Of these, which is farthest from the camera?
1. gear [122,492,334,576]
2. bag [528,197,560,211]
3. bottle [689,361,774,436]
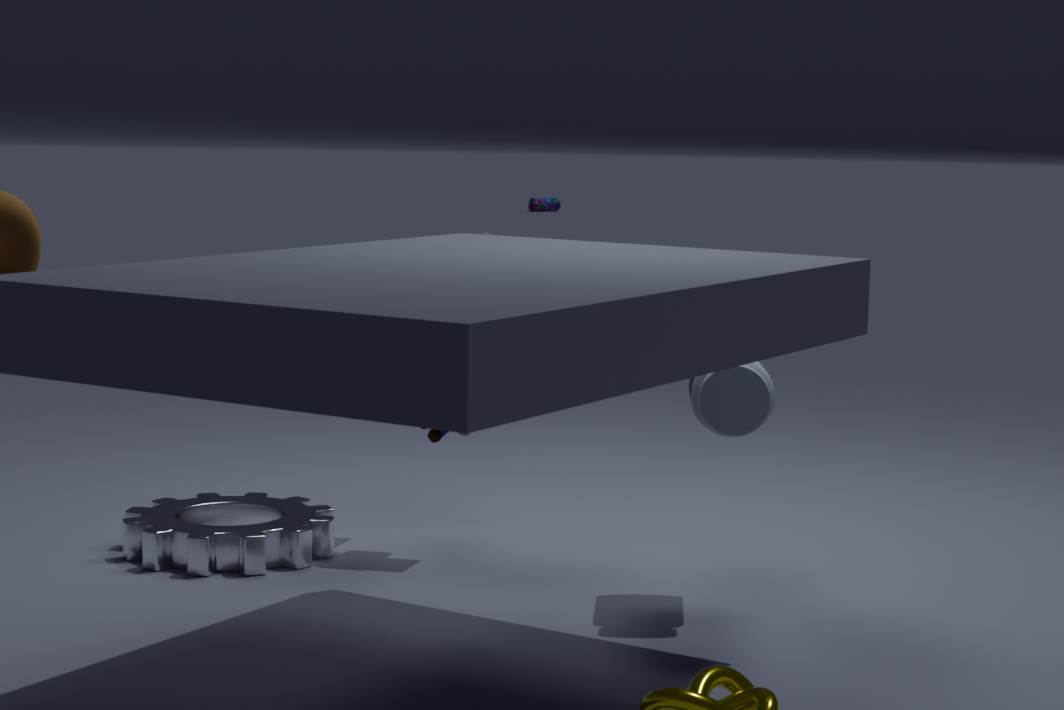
bag [528,197,560,211]
